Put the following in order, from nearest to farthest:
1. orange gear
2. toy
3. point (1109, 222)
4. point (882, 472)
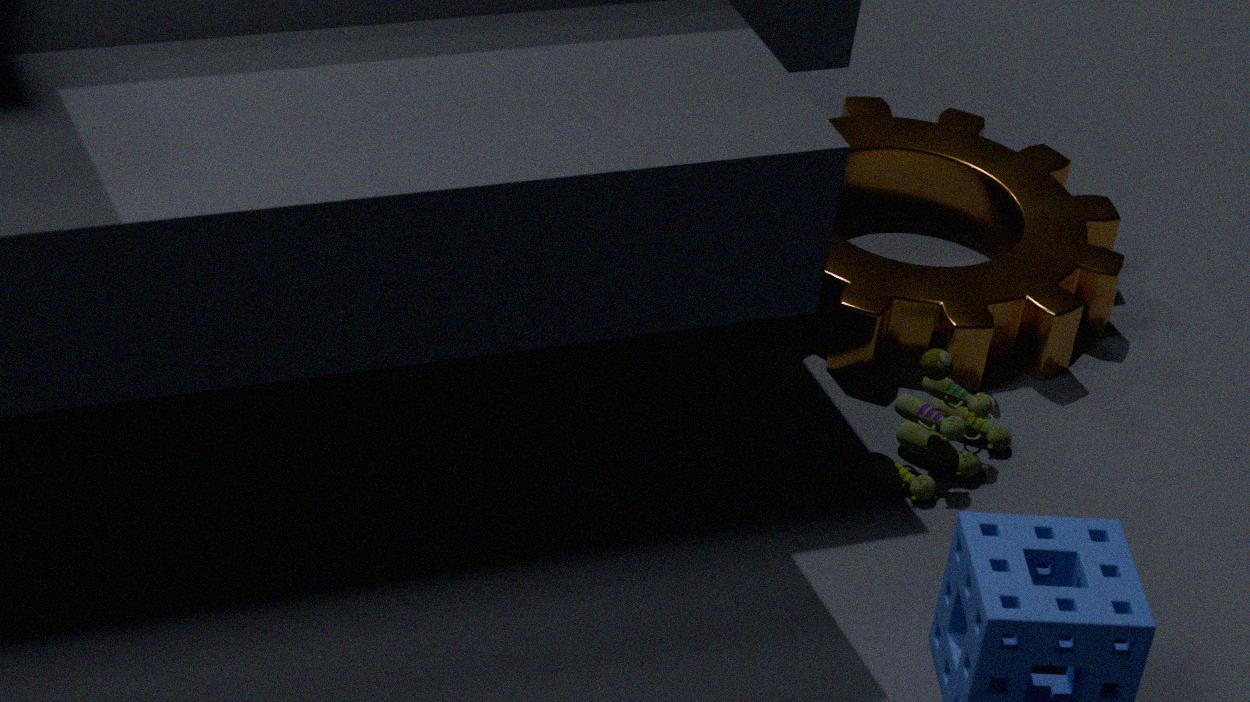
toy, orange gear, point (882, 472), point (1109, 222)
